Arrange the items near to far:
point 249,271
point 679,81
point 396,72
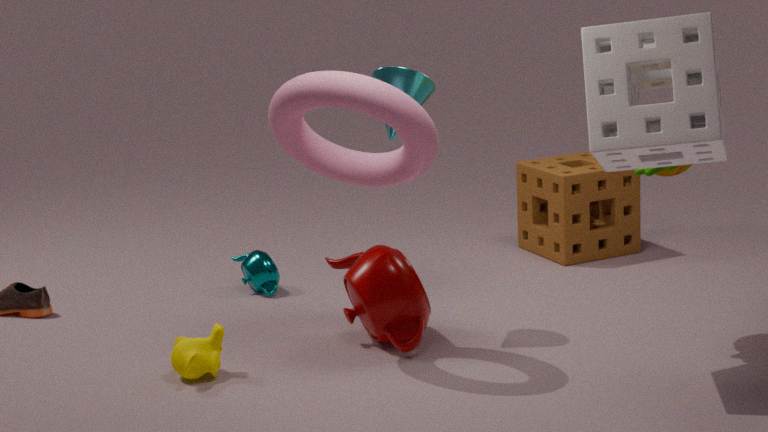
point 679,81, point 396,72, point 249,271
